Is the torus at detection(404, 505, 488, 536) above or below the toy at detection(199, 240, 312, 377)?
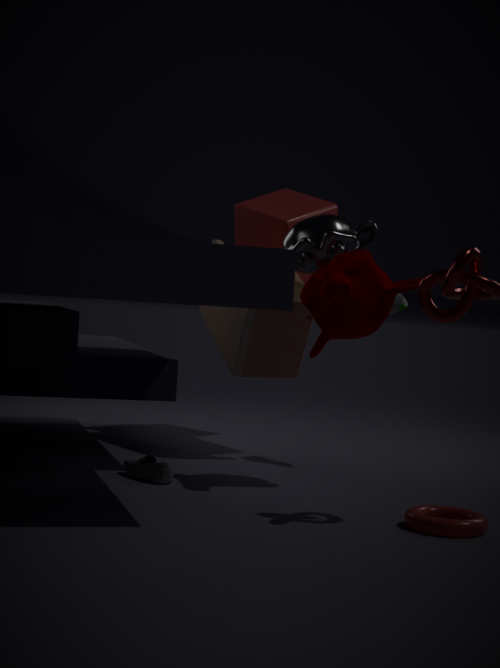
below
